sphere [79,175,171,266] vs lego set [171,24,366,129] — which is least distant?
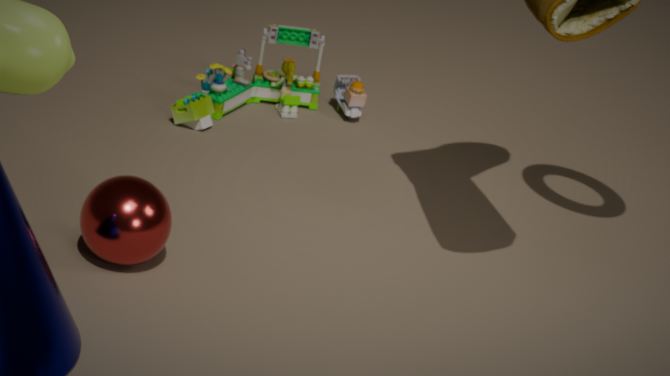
sphere [79,175,171,266]
